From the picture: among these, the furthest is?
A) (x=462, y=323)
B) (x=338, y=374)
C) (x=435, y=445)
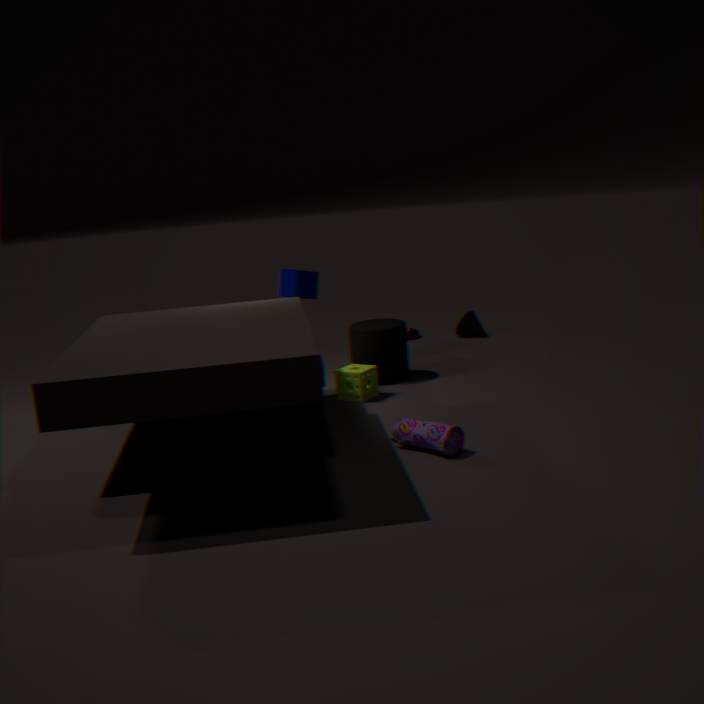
(x=462, y=323)
